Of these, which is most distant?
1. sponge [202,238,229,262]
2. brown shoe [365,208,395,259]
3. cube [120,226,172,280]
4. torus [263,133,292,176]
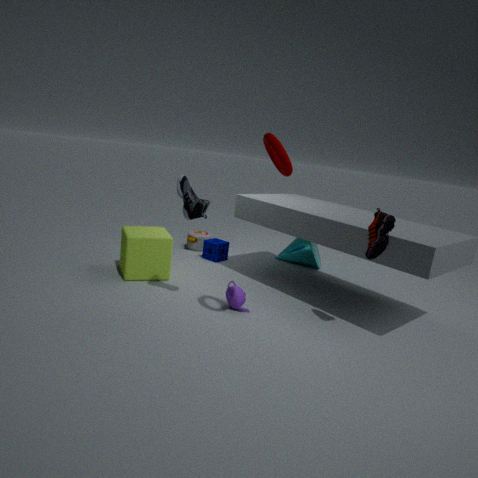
sponge [202,238,229,262]
